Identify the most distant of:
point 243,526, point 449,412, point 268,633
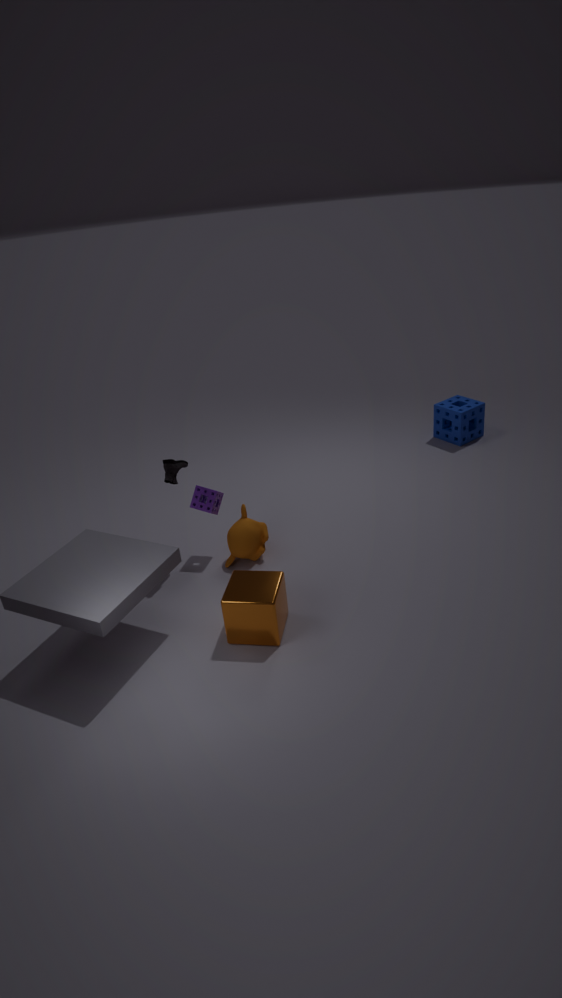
point 449,412
